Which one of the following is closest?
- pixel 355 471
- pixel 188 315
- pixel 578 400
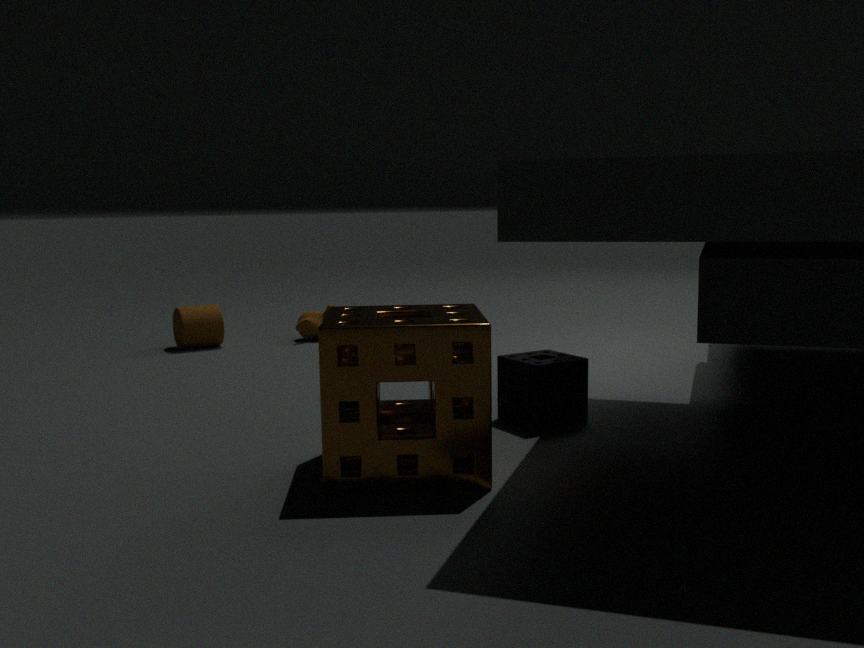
pixel 355 471
